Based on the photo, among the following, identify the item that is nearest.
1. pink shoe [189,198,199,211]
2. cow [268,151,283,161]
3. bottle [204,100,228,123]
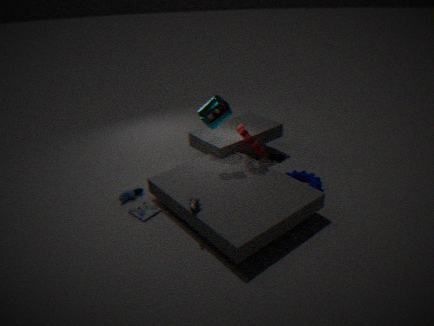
pink shoe [189,198,199,211]
